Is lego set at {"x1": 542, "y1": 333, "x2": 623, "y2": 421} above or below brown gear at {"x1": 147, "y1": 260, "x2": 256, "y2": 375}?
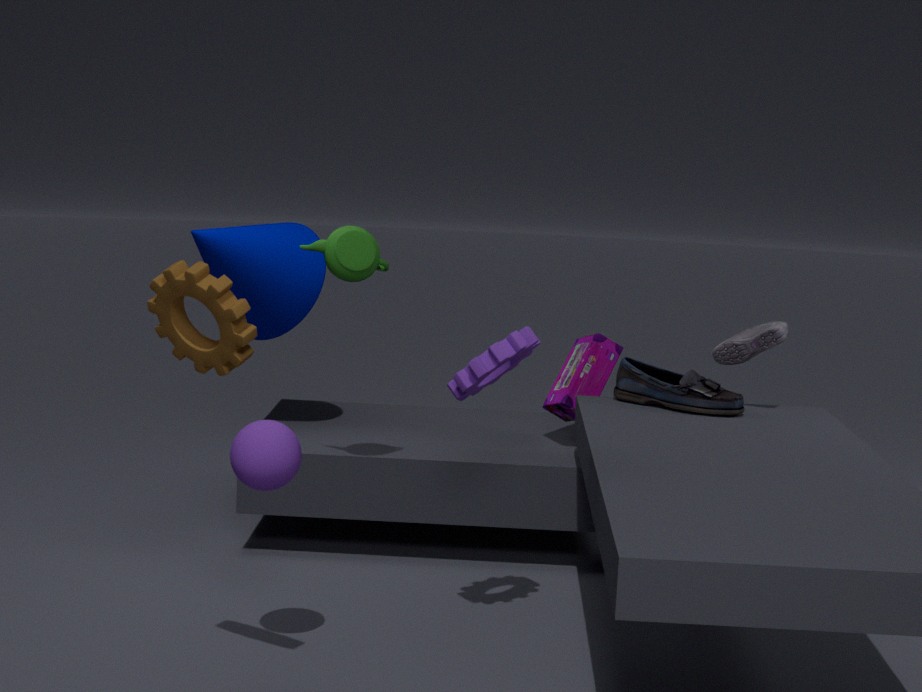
below
